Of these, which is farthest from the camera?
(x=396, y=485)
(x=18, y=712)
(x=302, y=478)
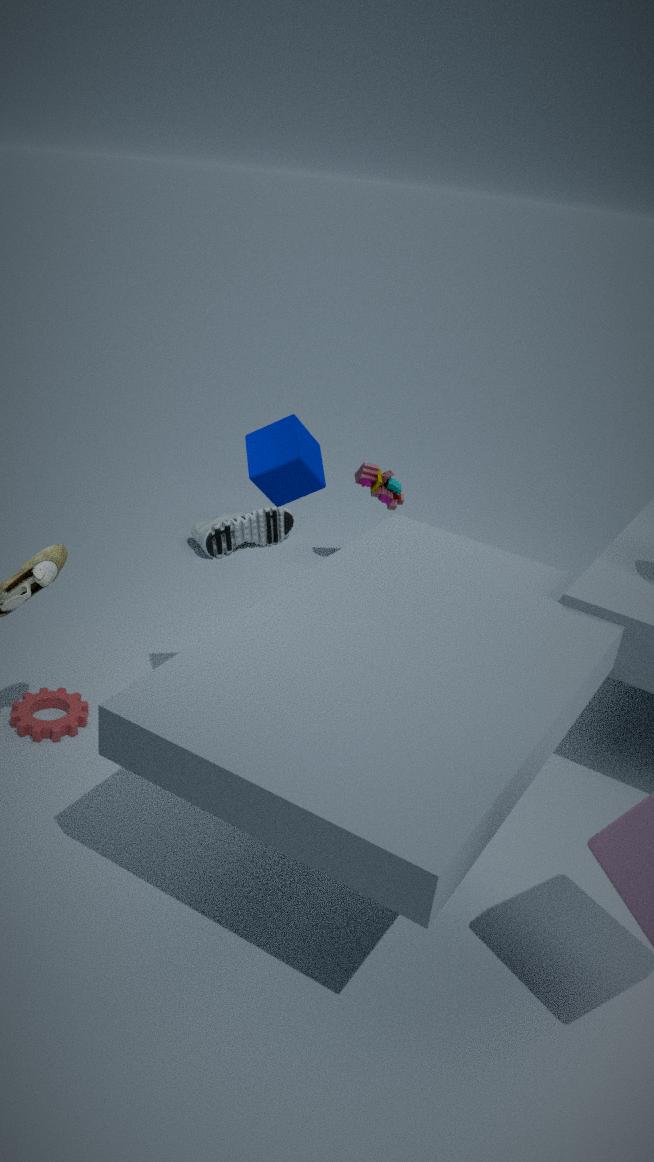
(x=396, y=485)
